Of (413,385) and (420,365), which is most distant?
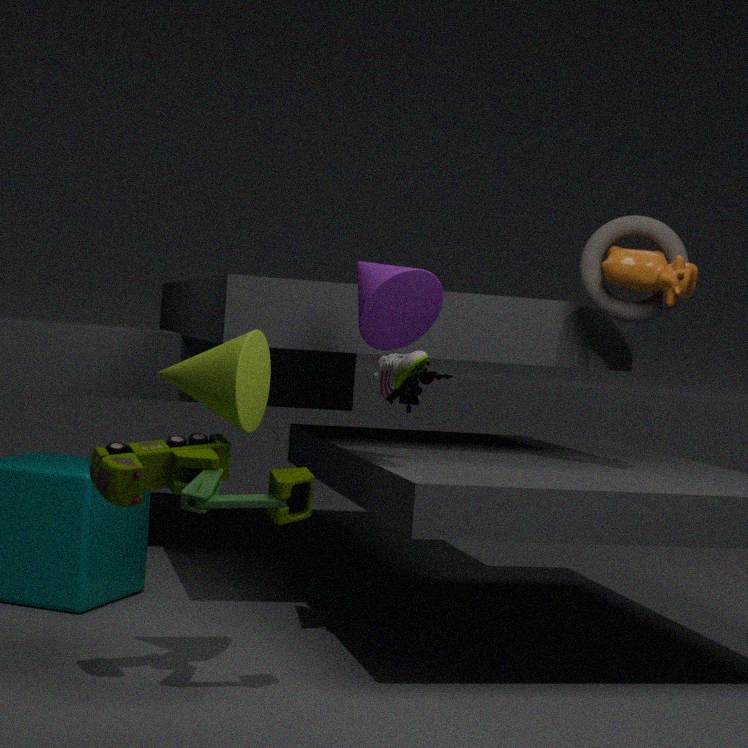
(413,385)
